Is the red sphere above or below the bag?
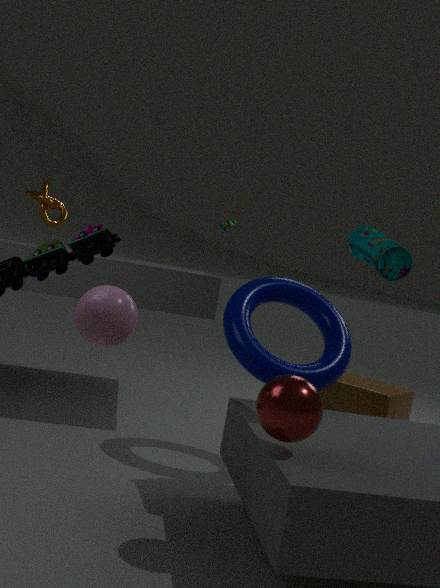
below
